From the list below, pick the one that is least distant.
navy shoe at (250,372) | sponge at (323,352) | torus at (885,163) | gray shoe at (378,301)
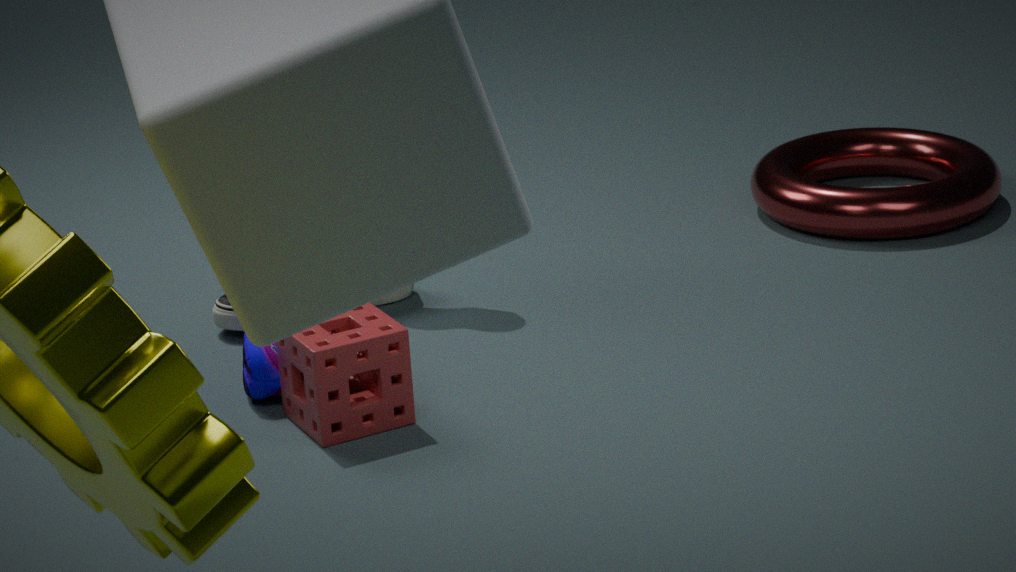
sponge at (323,352)
